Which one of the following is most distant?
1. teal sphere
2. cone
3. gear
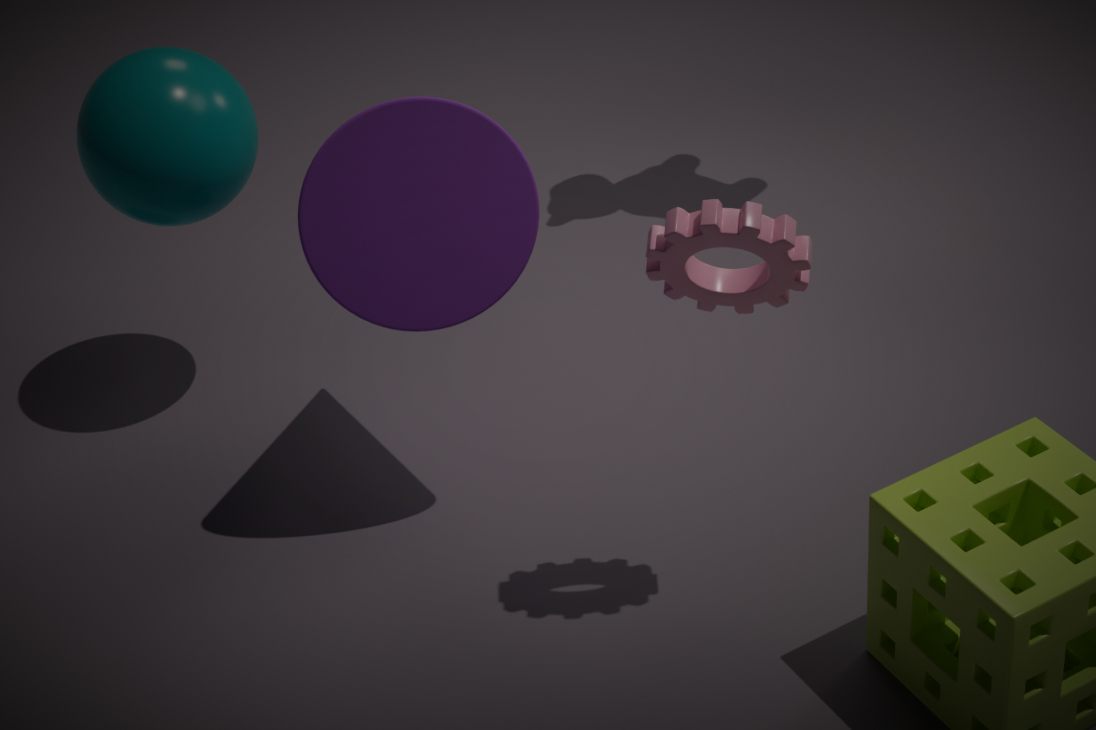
teal sphere
